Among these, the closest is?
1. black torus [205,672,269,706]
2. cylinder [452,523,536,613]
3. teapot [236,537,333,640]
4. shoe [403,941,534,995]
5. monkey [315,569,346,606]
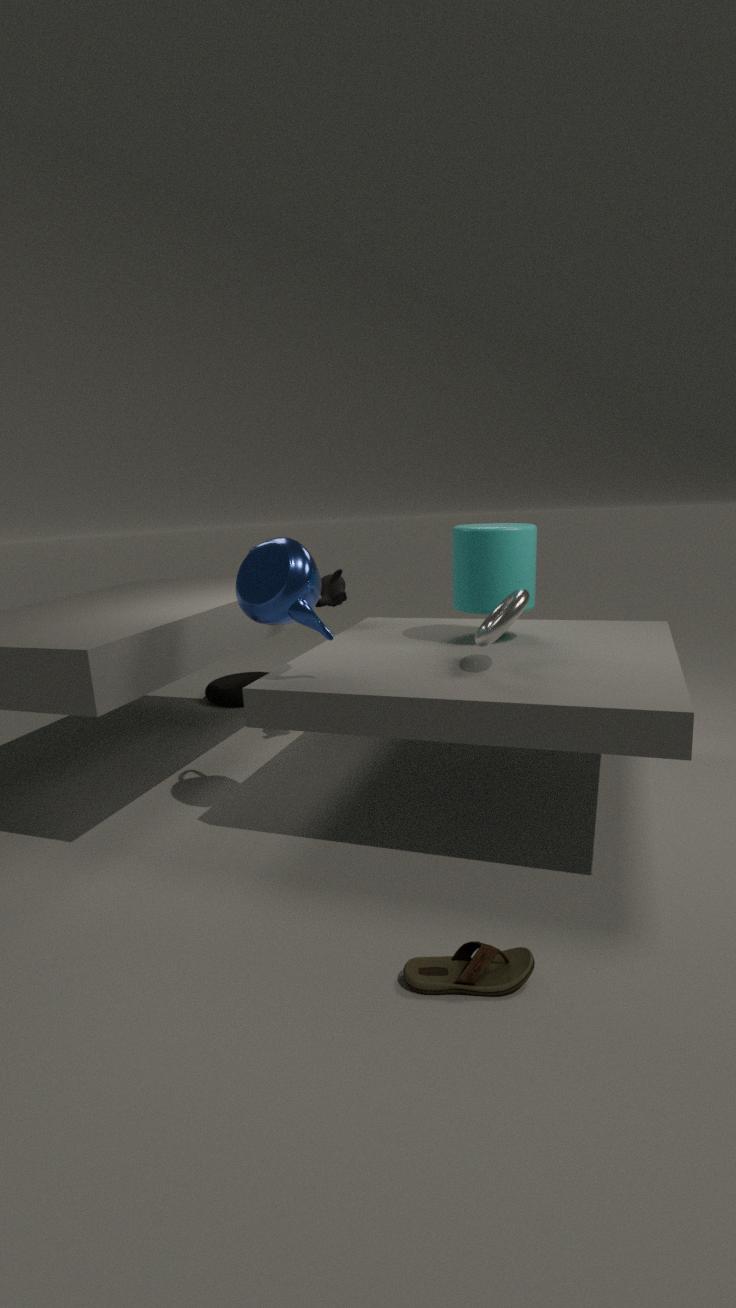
shoe [403,941,534,995]
